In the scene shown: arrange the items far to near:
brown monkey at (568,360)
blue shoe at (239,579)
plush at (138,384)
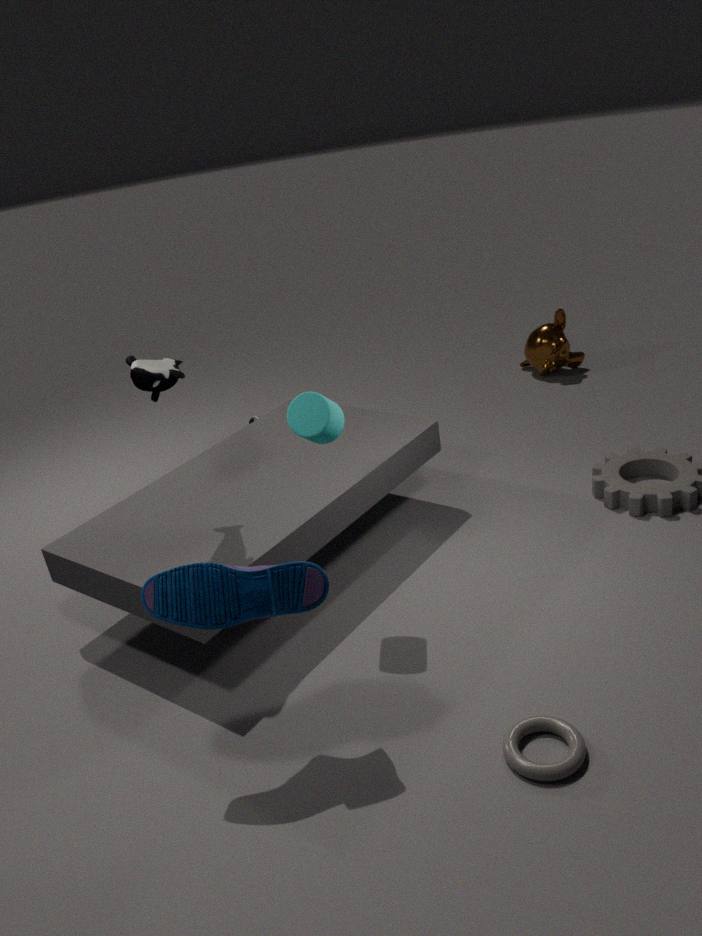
brown monkey at (568,360) → plush at (138,384) → blue shoe at (239,579)
